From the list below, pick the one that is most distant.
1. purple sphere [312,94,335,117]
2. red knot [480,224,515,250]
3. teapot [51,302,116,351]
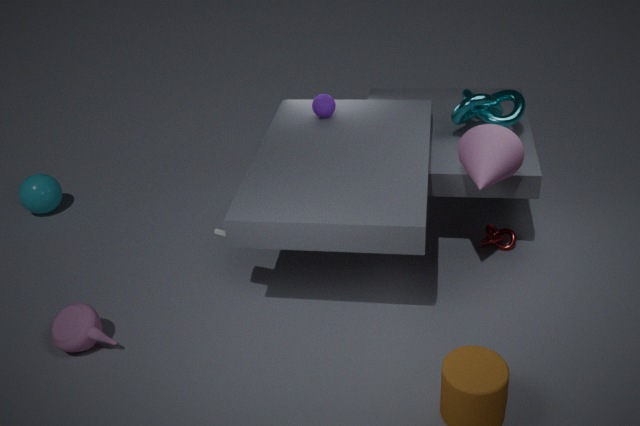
purple sphere [312,94,335,117]
